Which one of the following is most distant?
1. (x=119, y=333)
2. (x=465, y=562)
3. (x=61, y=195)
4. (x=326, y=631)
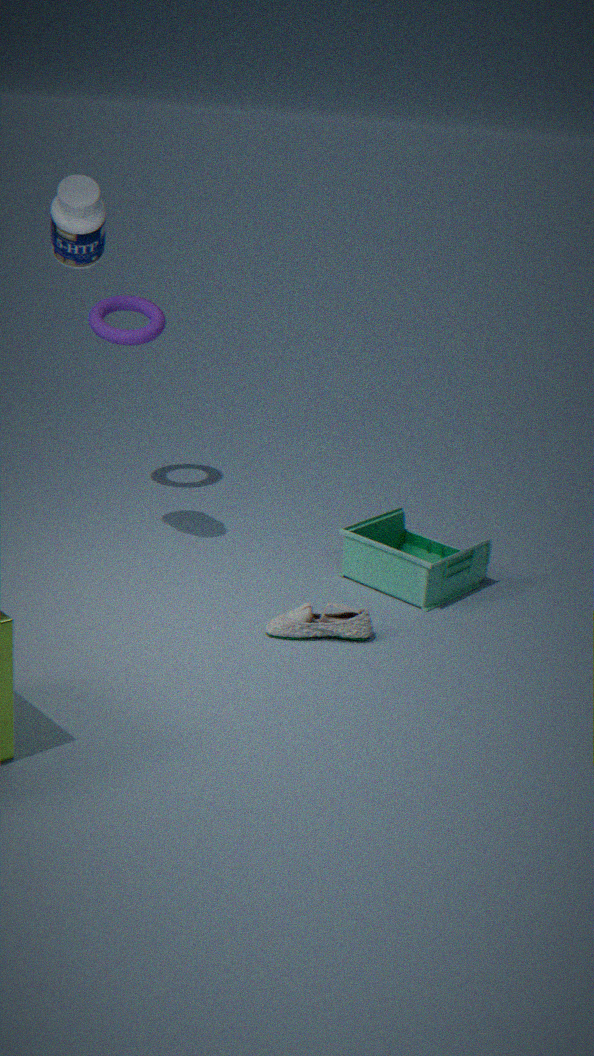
(x=119, y=333)
